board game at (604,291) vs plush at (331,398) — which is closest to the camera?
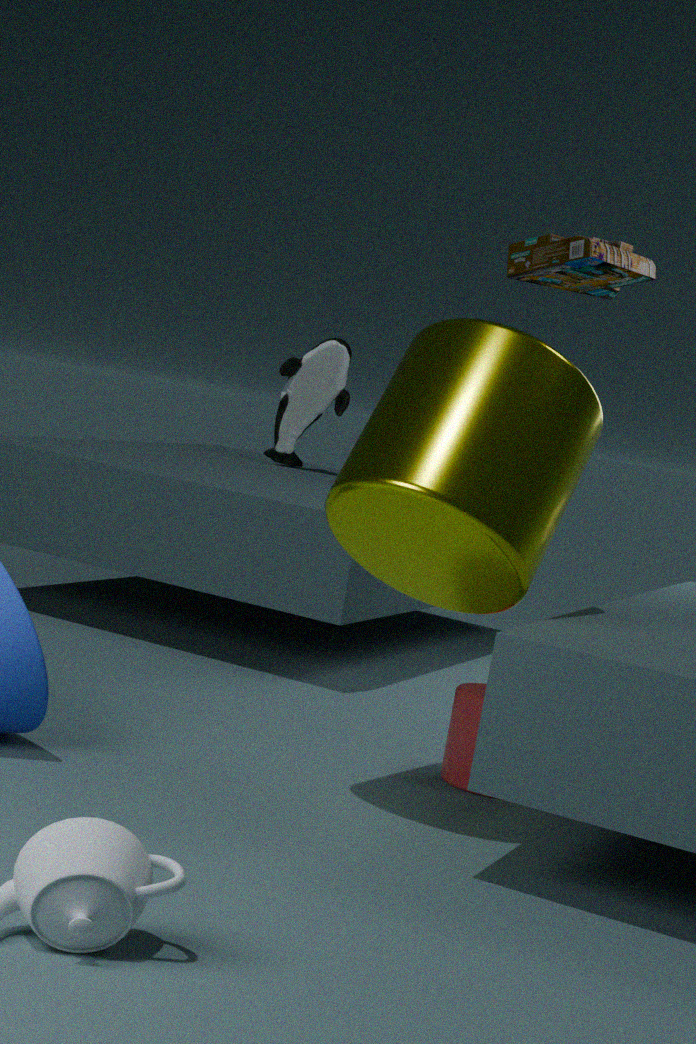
board game at (604,291)
